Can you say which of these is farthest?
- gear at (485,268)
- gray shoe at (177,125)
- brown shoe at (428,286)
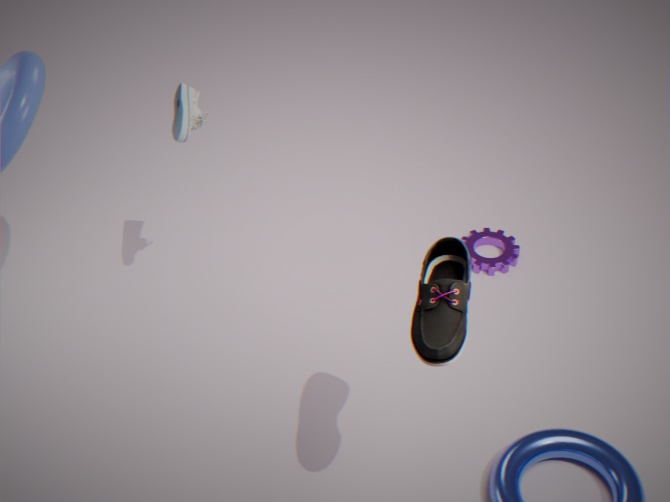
gear at (485,268)
